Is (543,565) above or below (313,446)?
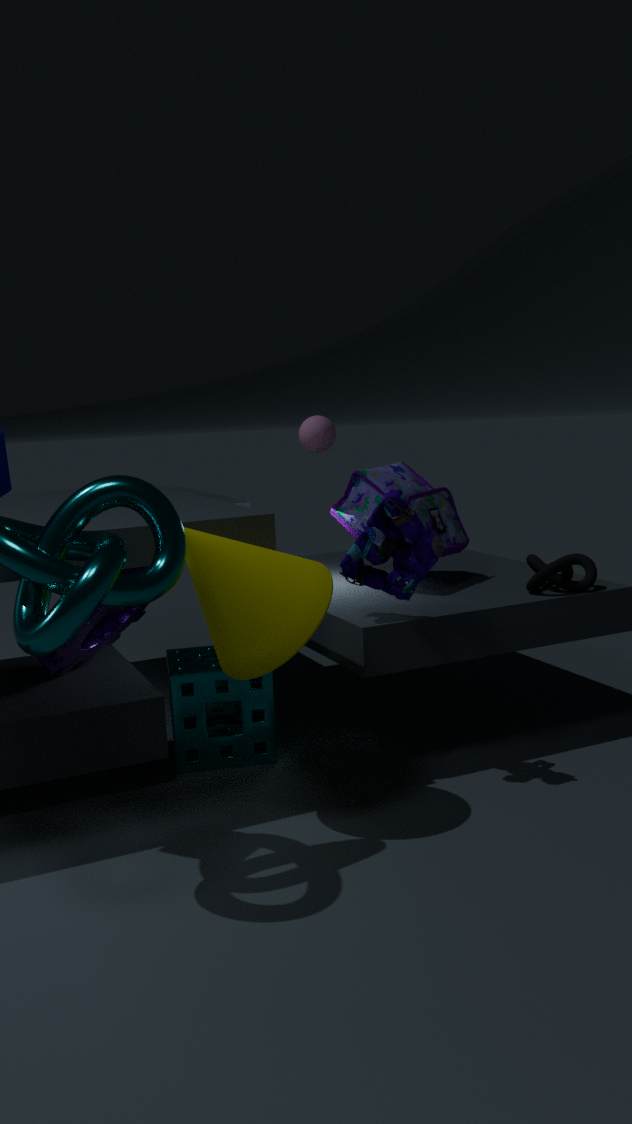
below
